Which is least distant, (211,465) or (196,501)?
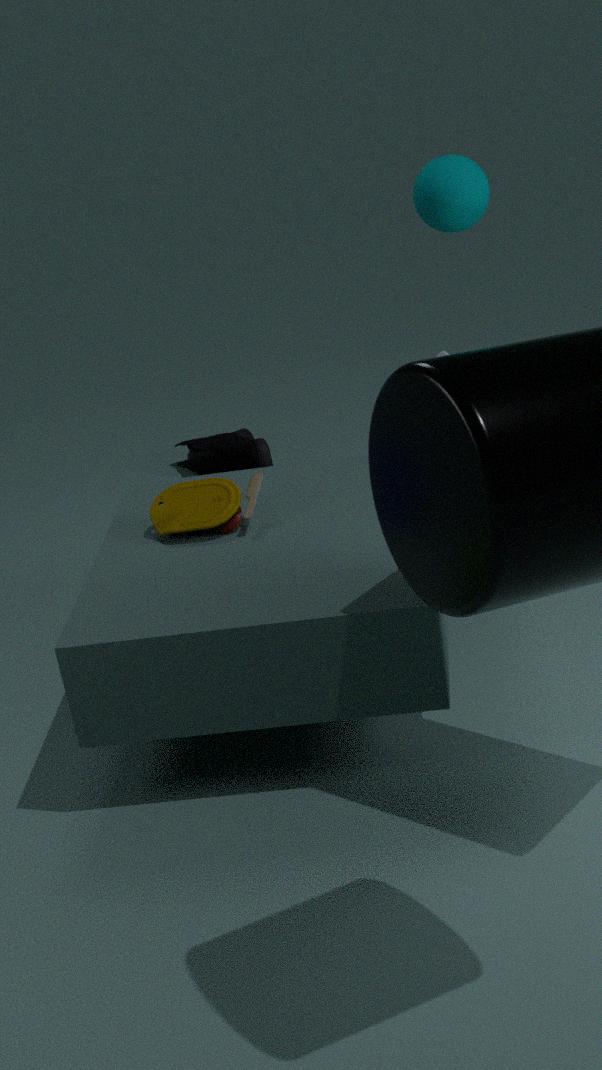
(196,501)
